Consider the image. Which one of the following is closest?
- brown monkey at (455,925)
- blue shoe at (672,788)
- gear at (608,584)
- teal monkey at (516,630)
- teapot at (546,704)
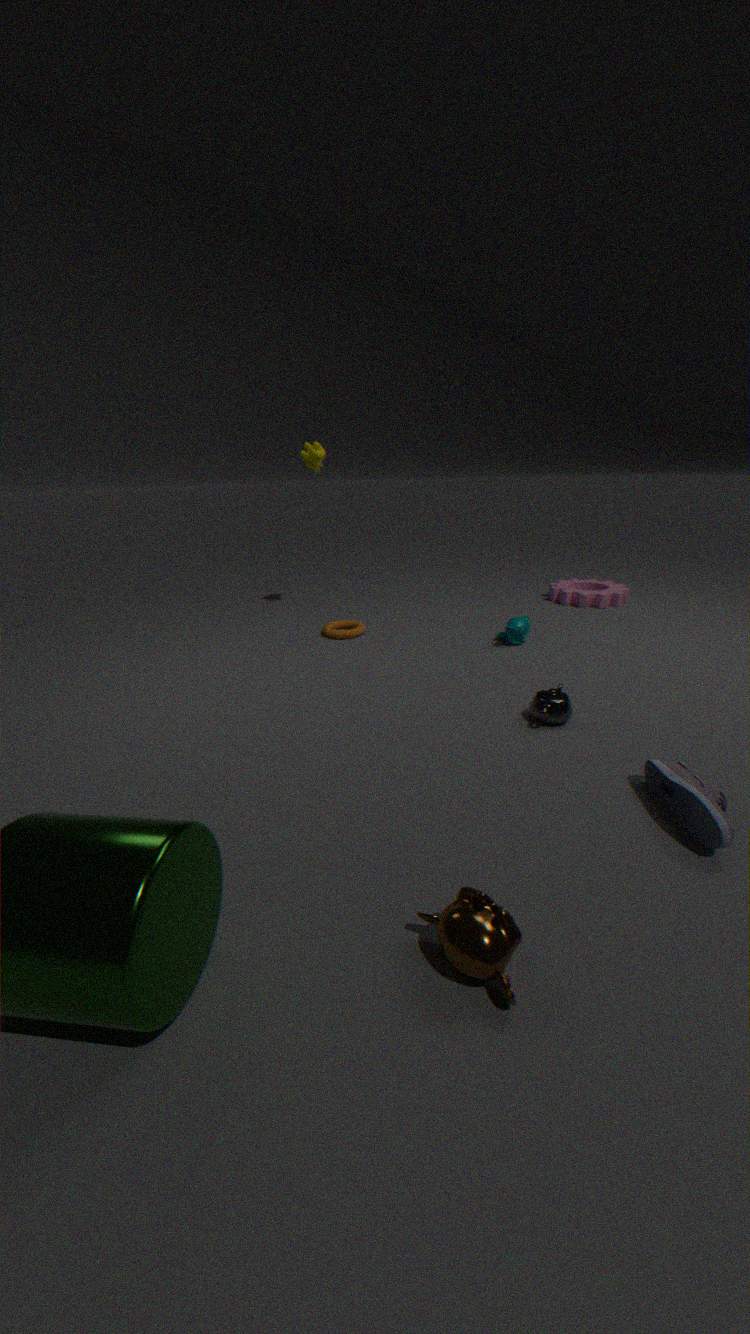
brown monkey at (455,925)
